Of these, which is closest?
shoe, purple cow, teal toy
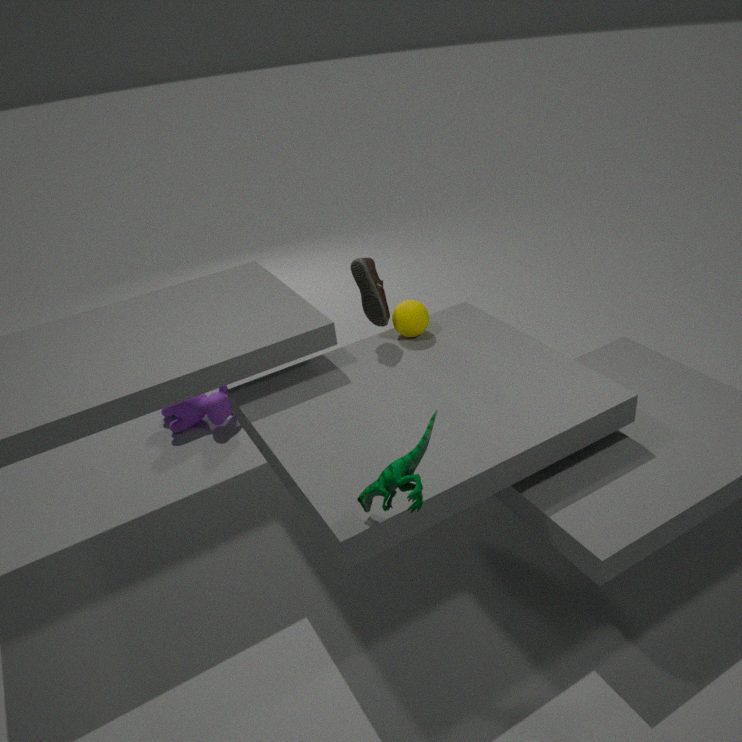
teal toy
